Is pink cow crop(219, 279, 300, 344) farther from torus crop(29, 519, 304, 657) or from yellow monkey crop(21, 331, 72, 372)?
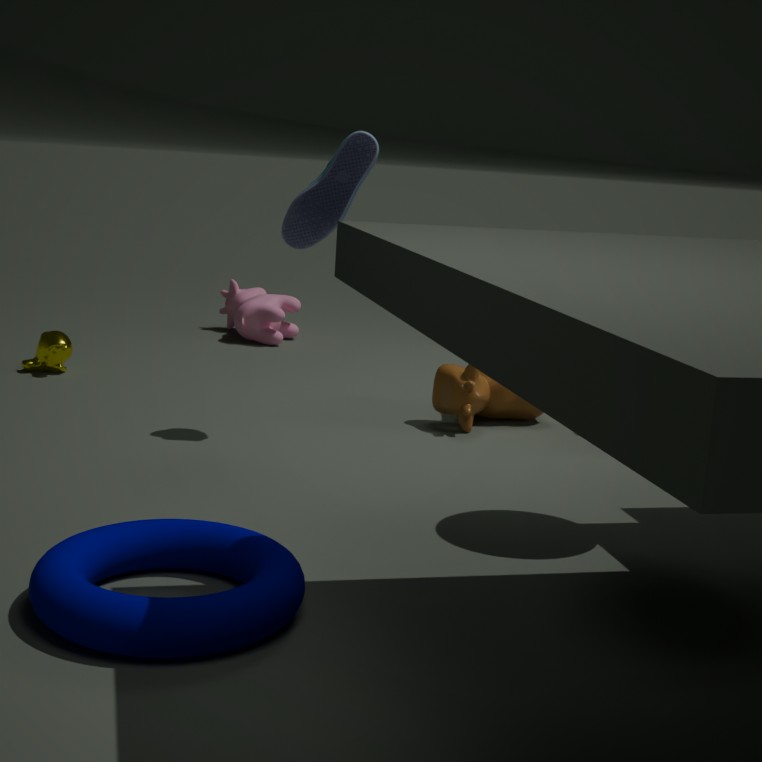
torus crop(29, 519, 304, 657)
